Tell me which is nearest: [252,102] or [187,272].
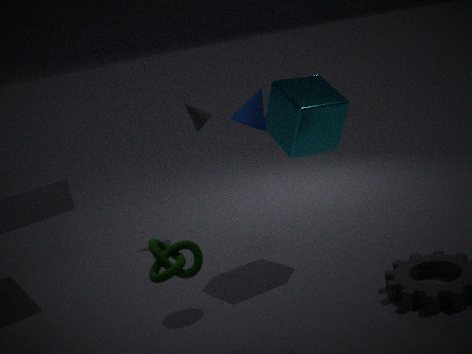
[187,272]
